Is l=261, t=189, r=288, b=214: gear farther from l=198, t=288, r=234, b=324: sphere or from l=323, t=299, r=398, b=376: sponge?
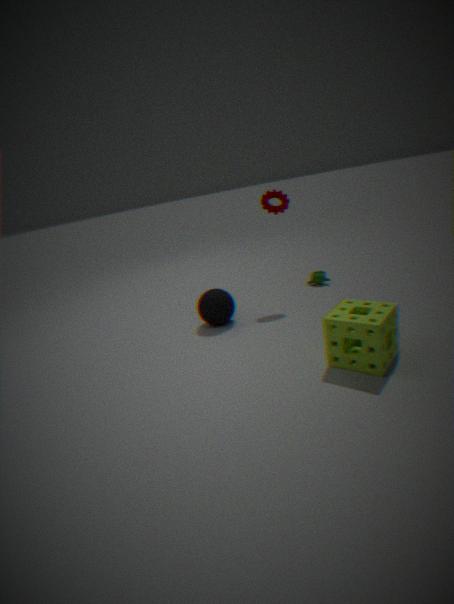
l=323, t=299, r=398, b=376: sponge
